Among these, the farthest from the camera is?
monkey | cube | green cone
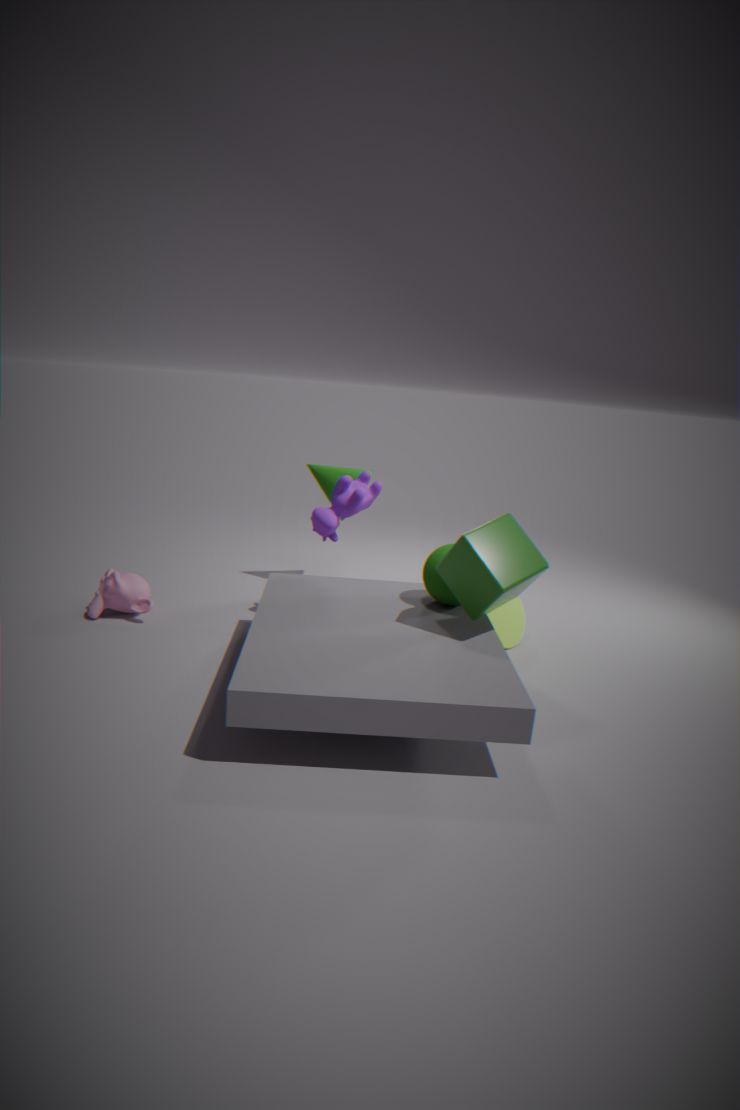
green cone
